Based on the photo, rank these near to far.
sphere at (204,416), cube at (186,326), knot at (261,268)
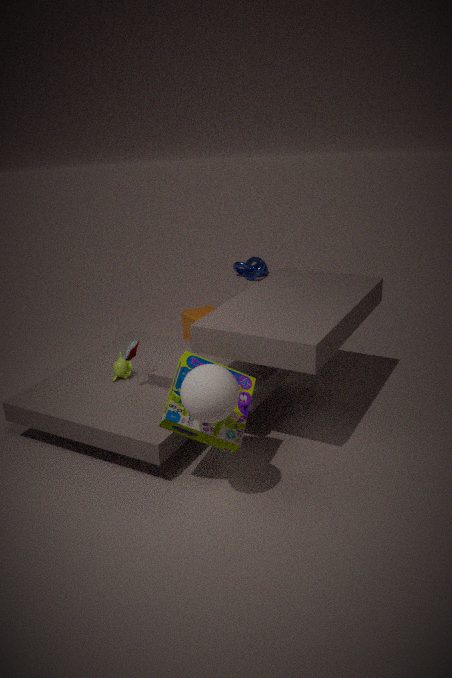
1. sphere at (204,416)
2. cube at (186,326)
3. knot at (261,268)
